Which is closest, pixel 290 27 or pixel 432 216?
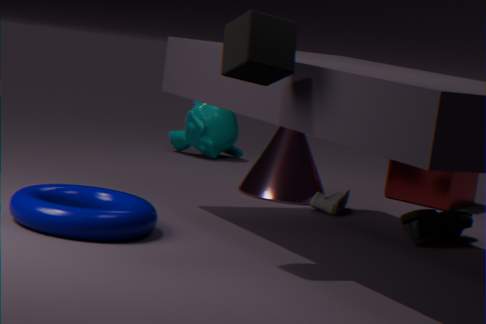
pixel 290 27
